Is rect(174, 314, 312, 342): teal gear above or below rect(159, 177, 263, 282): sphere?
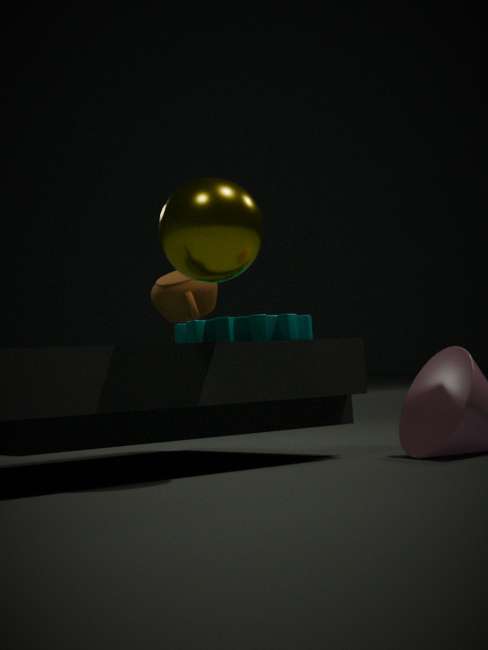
below
